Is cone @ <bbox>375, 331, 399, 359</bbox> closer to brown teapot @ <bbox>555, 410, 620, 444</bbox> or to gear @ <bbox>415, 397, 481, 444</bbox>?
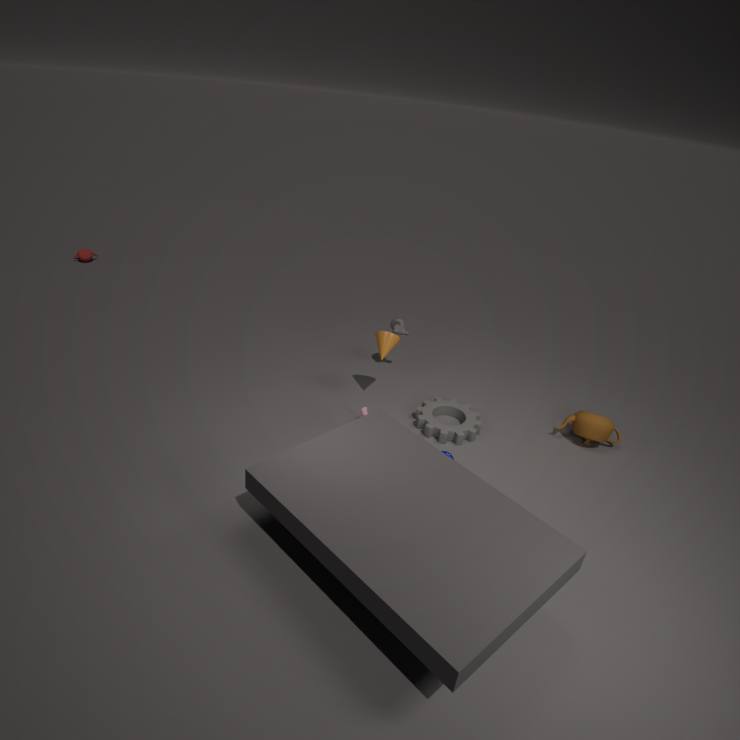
gear @ <bbox>415, 397, 481, 444</bbox>
